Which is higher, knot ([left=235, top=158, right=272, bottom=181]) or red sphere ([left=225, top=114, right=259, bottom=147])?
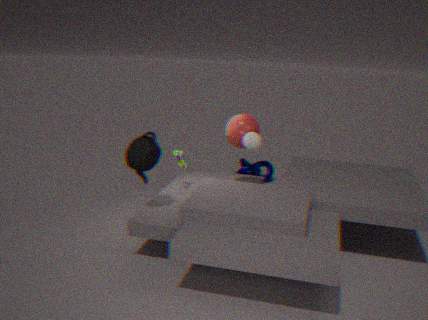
red sphere ([left=225, top=114, right=259, bottom=147])
